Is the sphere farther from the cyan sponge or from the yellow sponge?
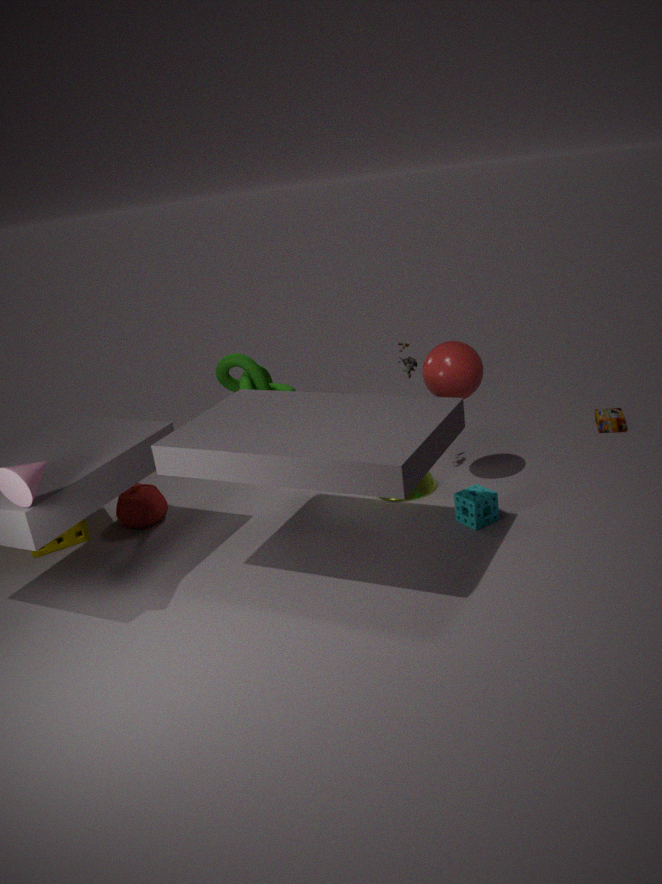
the yellow sponge
